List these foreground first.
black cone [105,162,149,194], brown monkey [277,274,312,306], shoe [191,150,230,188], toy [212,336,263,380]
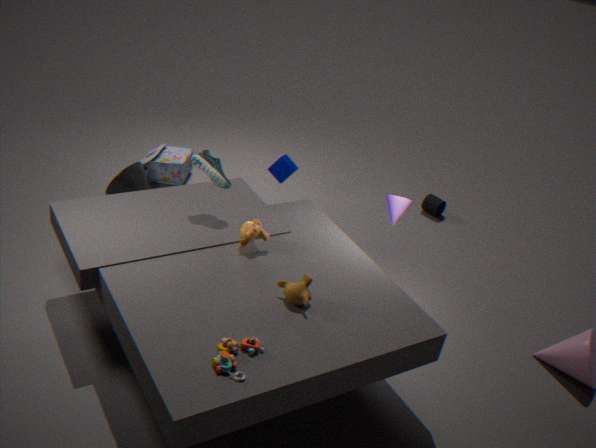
toy [212,336,263,380]
brown monkey [277,274,312,306]
shoe [191,150,230,188]
black cone [105,162,149,194]
